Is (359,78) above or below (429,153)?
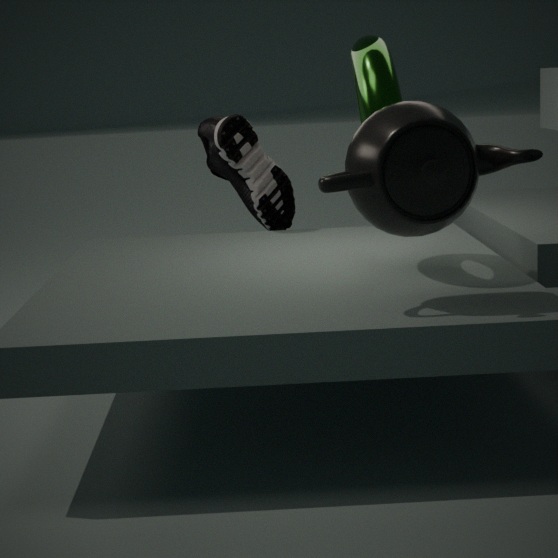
above
